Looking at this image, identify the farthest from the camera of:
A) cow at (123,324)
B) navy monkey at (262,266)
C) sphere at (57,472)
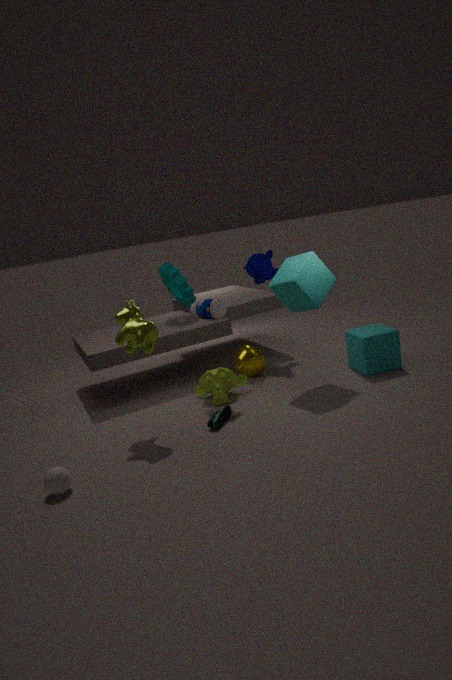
navy monkey at (262,266)
